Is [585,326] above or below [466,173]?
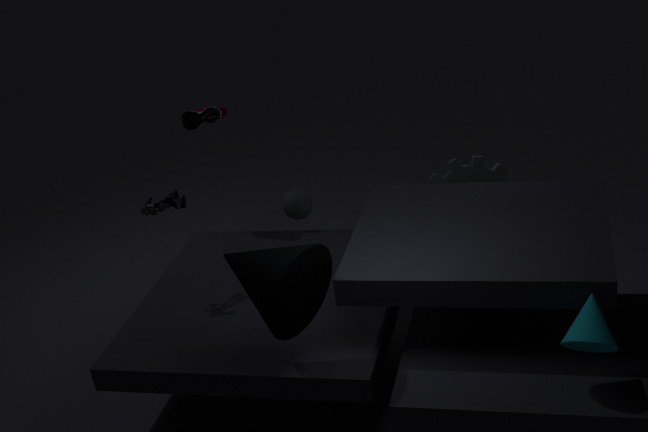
above
